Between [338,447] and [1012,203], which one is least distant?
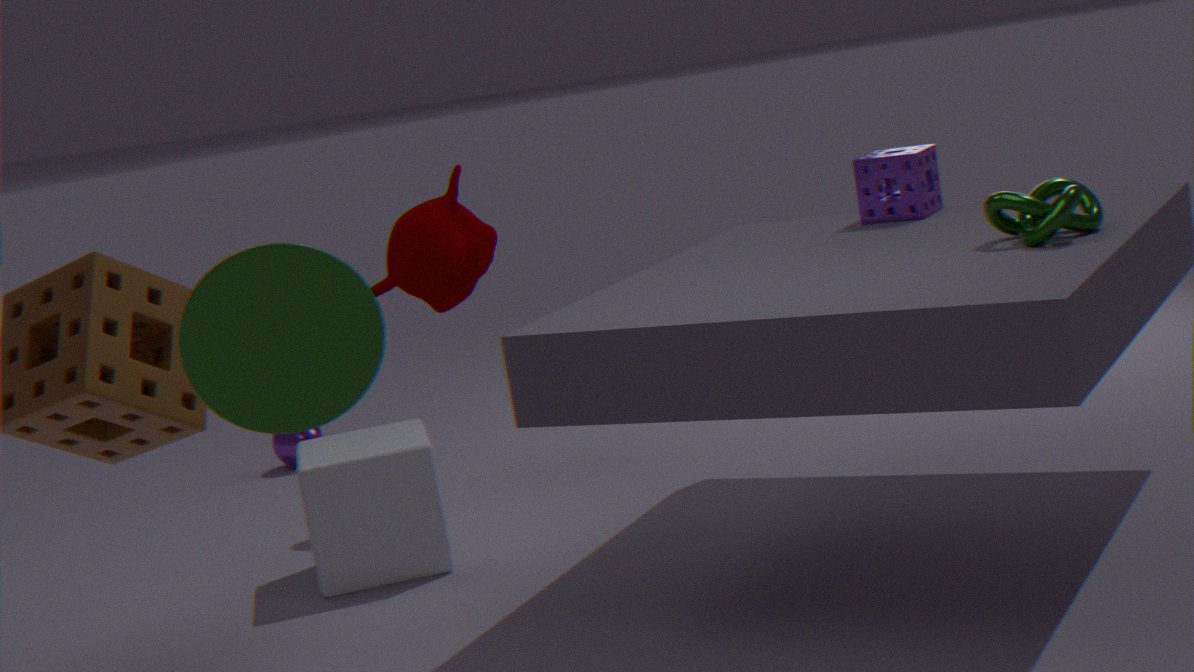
[1012,203]
